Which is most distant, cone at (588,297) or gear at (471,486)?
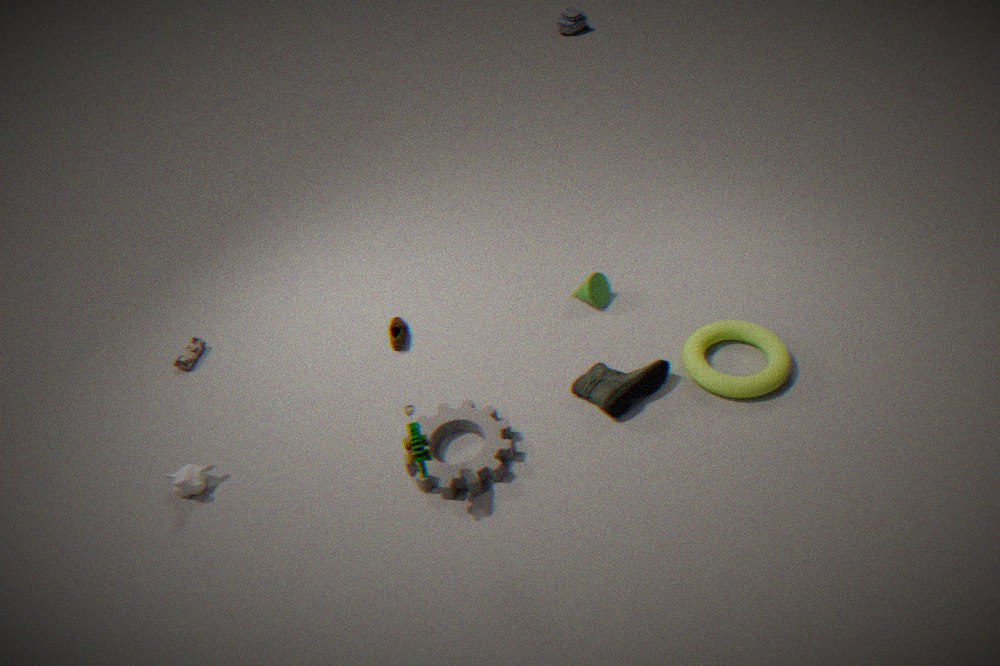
cone at (588,297)
